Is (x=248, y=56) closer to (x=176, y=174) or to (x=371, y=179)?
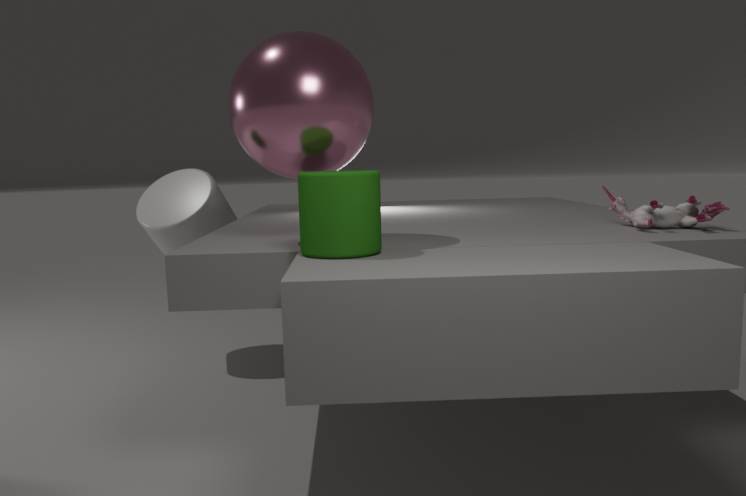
(x=371, y=179)
